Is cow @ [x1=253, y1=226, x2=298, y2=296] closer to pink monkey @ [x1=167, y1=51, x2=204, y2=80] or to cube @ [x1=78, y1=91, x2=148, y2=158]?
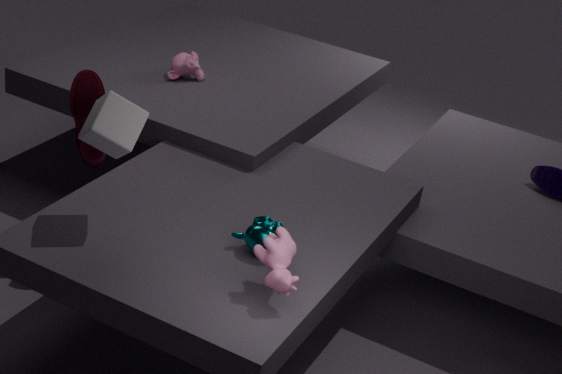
cube @ [x1=78, y1=91, x2=148, y2=158]
